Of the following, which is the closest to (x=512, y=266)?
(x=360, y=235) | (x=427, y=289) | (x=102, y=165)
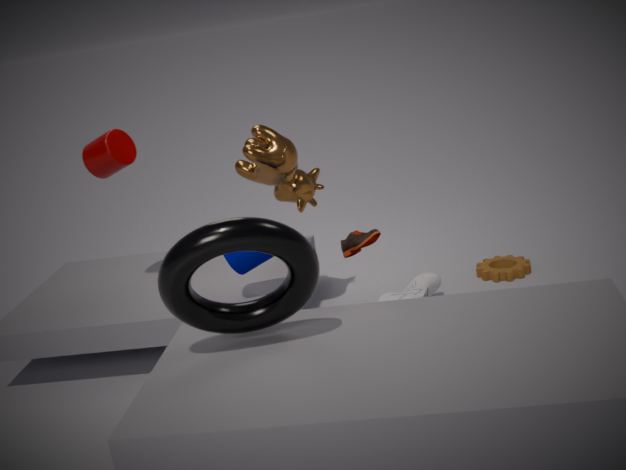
(x=427, y=289)
